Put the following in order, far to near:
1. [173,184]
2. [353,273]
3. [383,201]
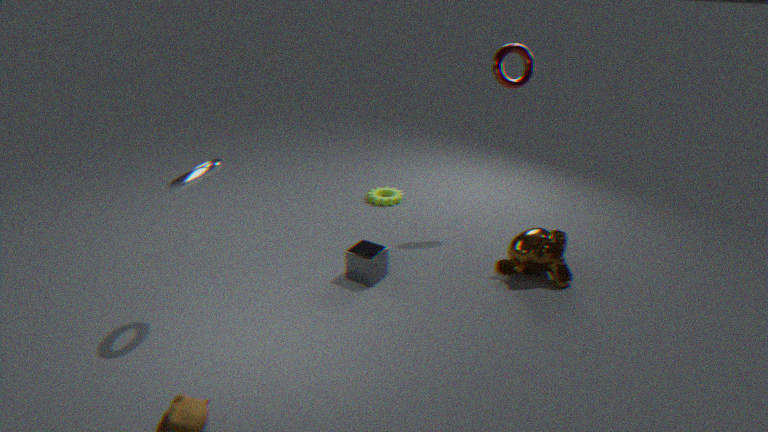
1. [383,201]
2. [353,273]
3. [173,184]
